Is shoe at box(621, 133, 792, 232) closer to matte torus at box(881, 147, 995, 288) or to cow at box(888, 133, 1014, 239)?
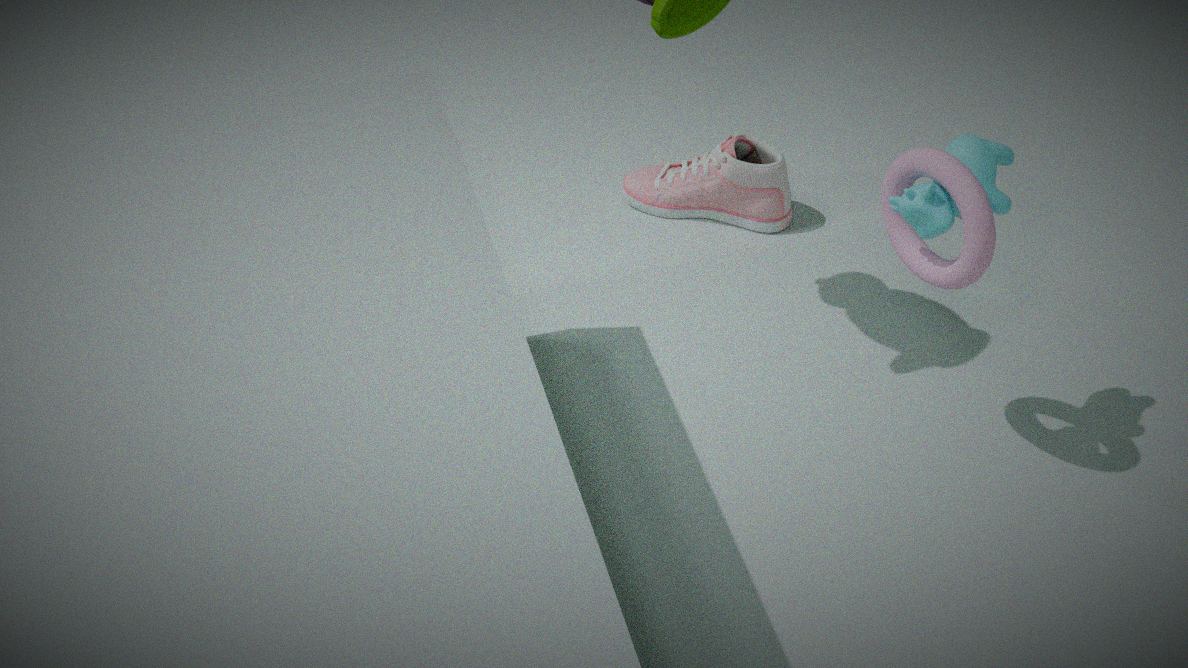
matte torus at box(881, 147, 995, 288)
